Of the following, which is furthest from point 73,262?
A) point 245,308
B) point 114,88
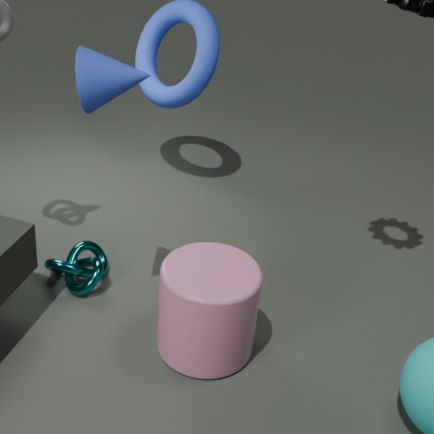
point 114,88
